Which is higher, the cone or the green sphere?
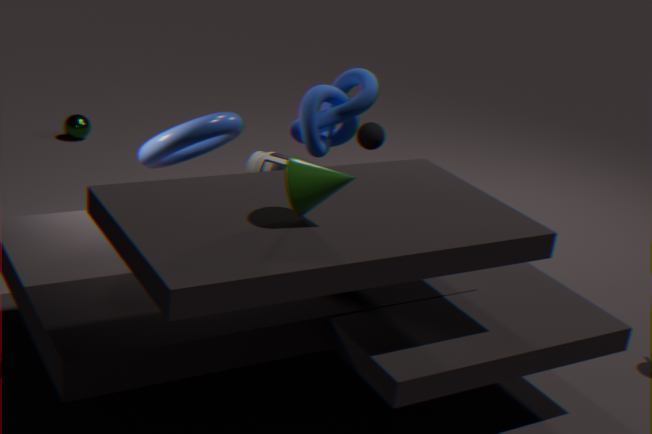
the cone
